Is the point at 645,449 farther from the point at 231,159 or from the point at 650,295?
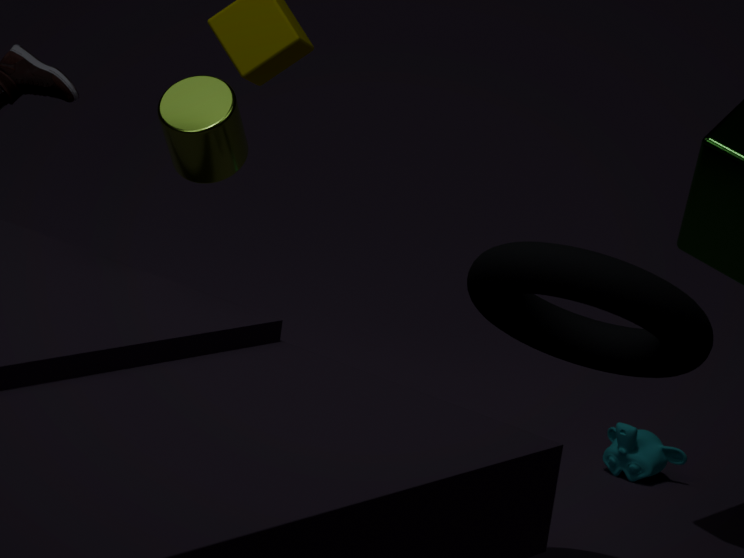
the point at 231,159
